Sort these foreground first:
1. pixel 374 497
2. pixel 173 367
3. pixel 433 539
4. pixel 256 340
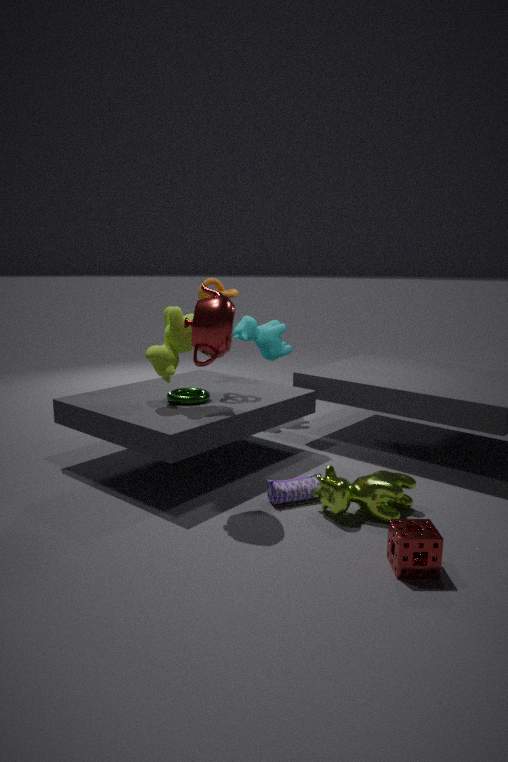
pixel 433 539
pixel 374 497
pixel 173 367
pixel 256 340
